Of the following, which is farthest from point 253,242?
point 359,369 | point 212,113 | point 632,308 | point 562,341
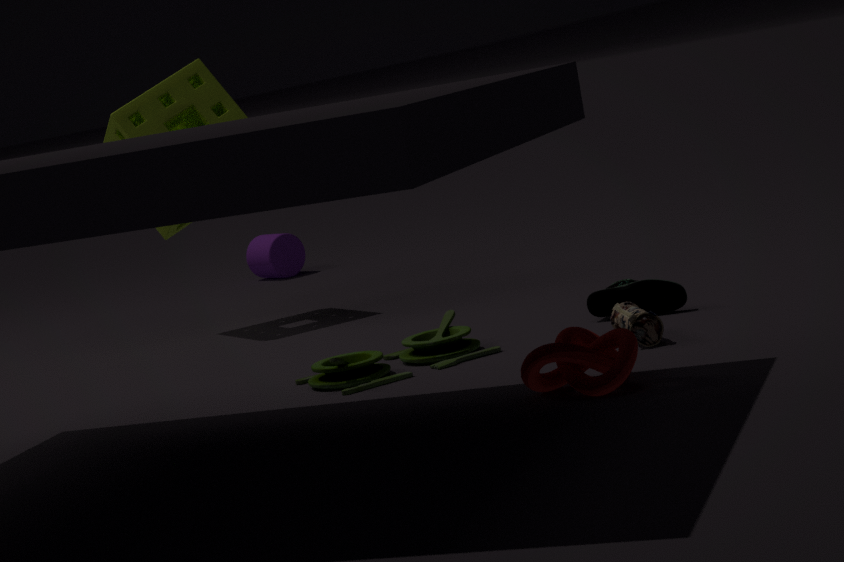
point 562,341
